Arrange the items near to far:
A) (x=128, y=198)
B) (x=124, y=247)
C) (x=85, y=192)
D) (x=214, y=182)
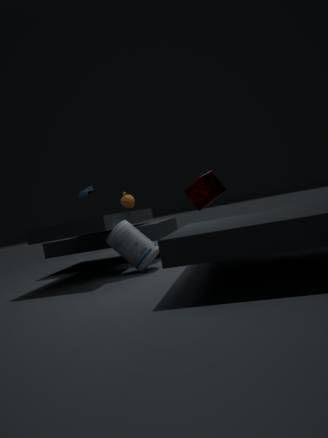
1. (x=124, y=247)
2. (x=128, y=198)
3. (x=85, y=192)
4. (x=214, y=182)
